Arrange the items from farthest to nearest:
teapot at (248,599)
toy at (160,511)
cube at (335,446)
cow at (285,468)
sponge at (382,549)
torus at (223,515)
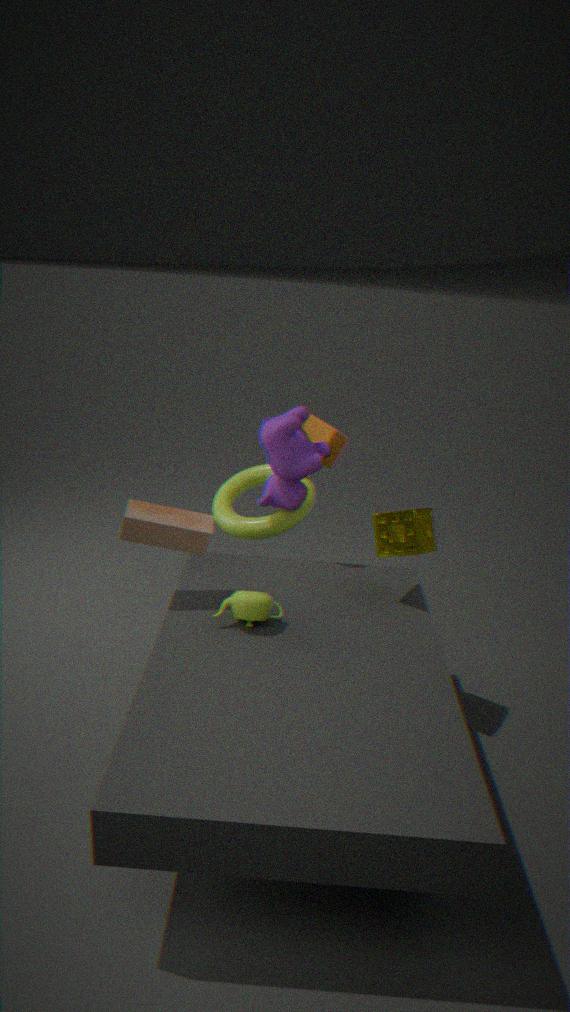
cube at (335,446), torus at (223,515), cow at (285,468), sponge at (382,549), toy at (160,511), teapot at (248,599)
